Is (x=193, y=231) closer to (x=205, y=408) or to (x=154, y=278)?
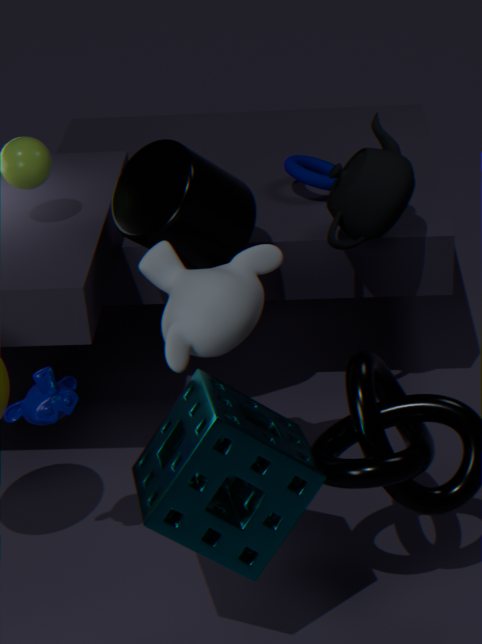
(x=154, y=278)
